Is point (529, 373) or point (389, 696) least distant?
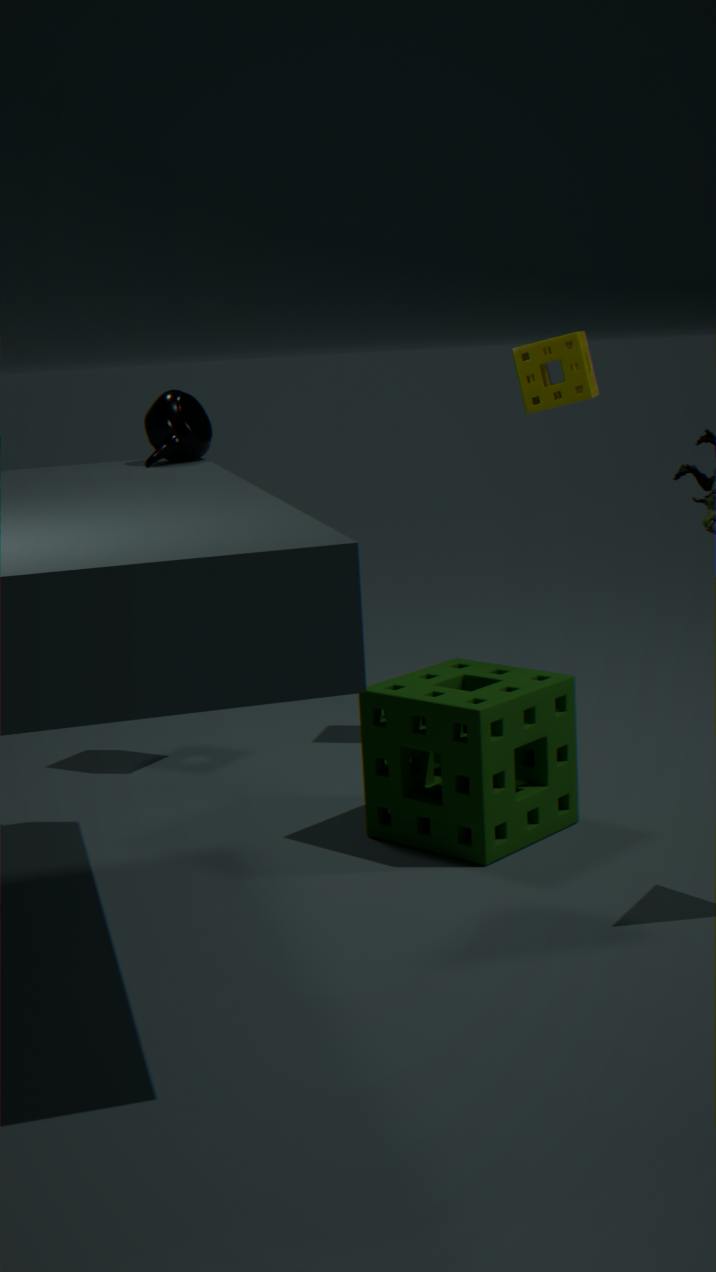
point (389, 696)
